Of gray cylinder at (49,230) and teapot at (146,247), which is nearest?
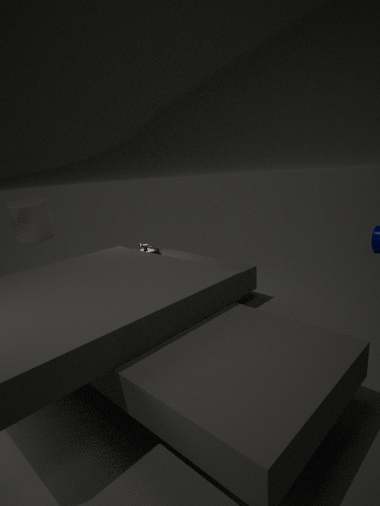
gray cylinder at (49,230)
